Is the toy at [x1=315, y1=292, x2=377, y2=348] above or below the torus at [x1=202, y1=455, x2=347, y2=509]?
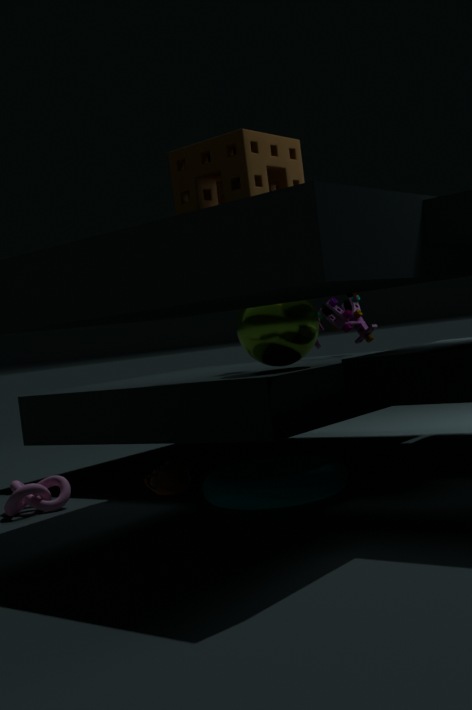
above
